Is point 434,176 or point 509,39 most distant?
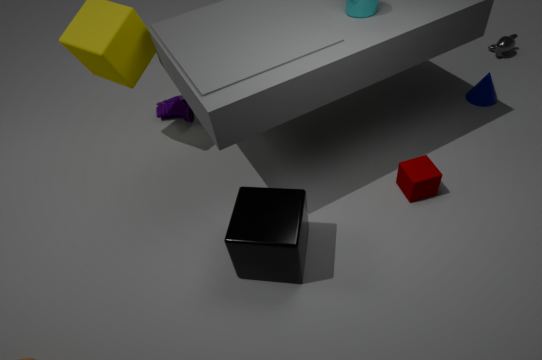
point 509,39
